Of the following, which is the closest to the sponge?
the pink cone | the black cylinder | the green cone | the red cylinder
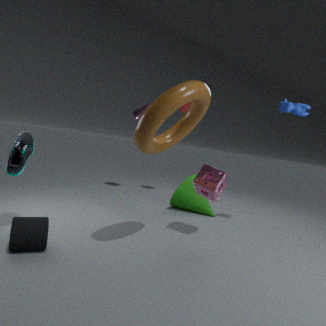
the green cone
